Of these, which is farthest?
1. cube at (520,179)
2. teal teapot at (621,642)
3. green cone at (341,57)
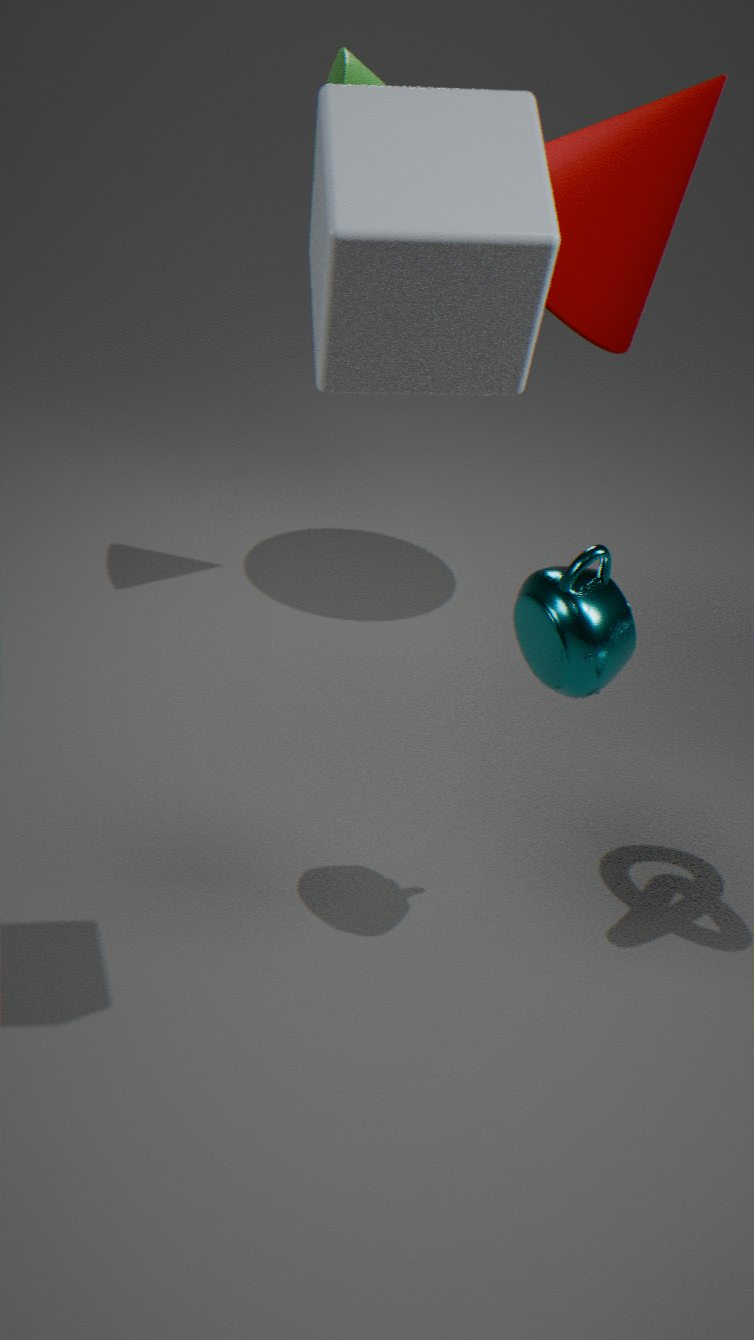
green cone at (341,57)
